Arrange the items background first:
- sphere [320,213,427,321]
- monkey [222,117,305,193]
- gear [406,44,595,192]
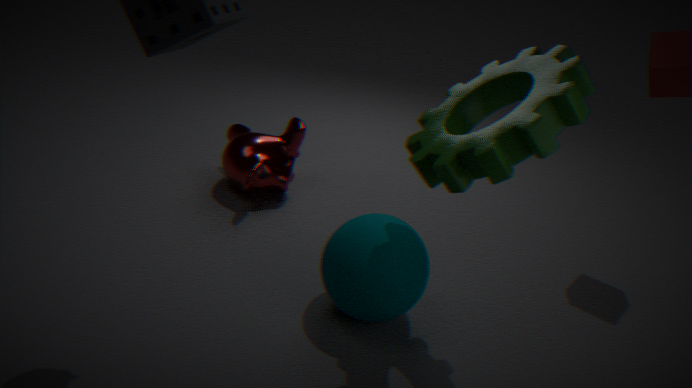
monkey [222,117,305,193], sphere [320,213,427,321], gear [406,44,595,192]
